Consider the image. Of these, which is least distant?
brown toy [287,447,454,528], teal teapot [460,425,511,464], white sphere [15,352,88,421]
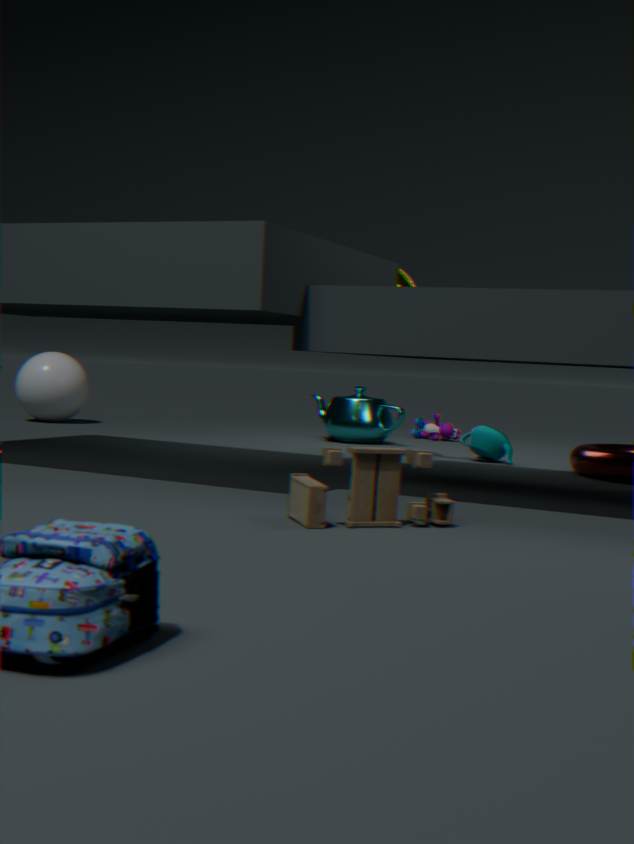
brown toy [287,447,454,528]
